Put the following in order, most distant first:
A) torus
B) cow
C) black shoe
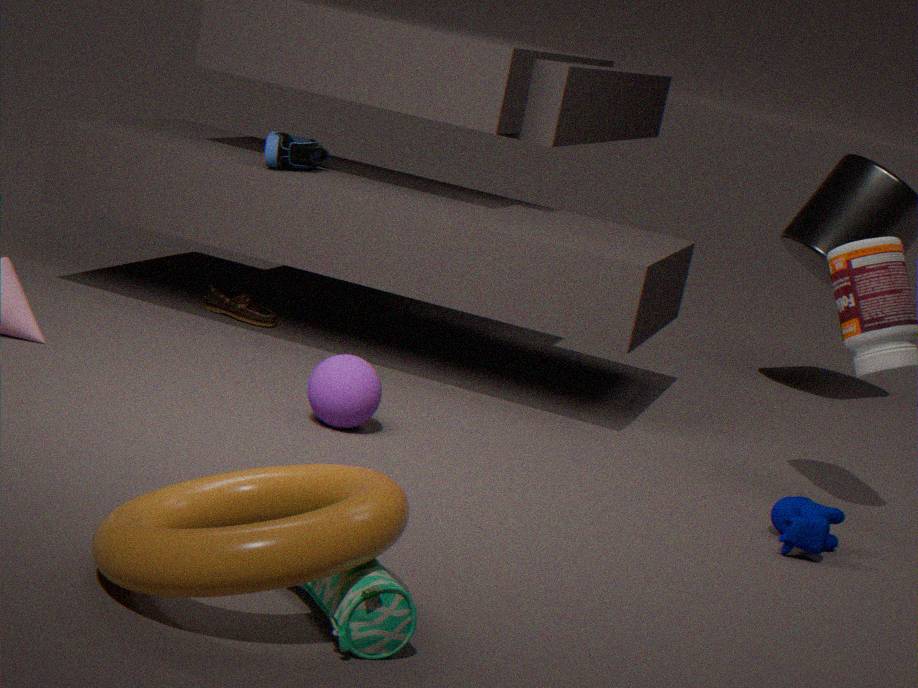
1. black shoe
2. cow
3. torus
